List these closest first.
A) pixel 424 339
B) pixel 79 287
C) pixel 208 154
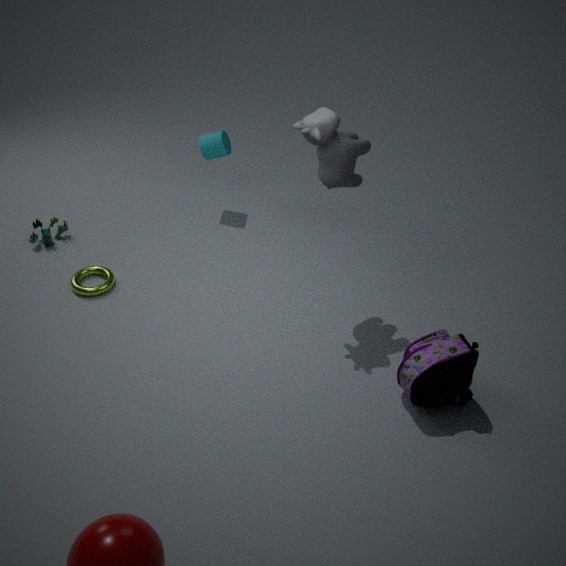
pixel 424 339 < pixel 79 287 < pixel 208 154
